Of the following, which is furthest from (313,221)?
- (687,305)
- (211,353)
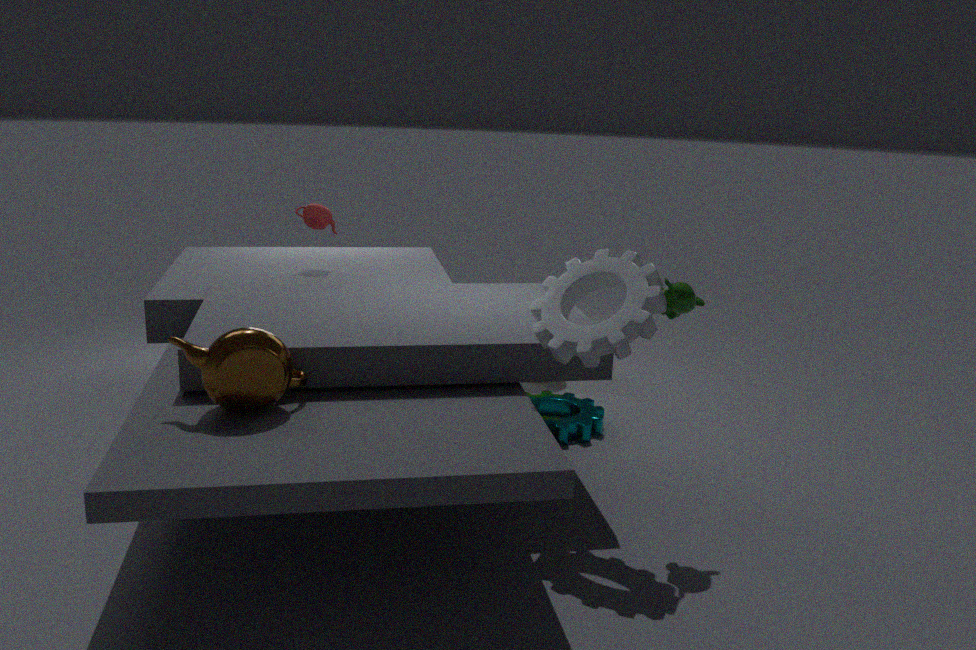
(687,305)
